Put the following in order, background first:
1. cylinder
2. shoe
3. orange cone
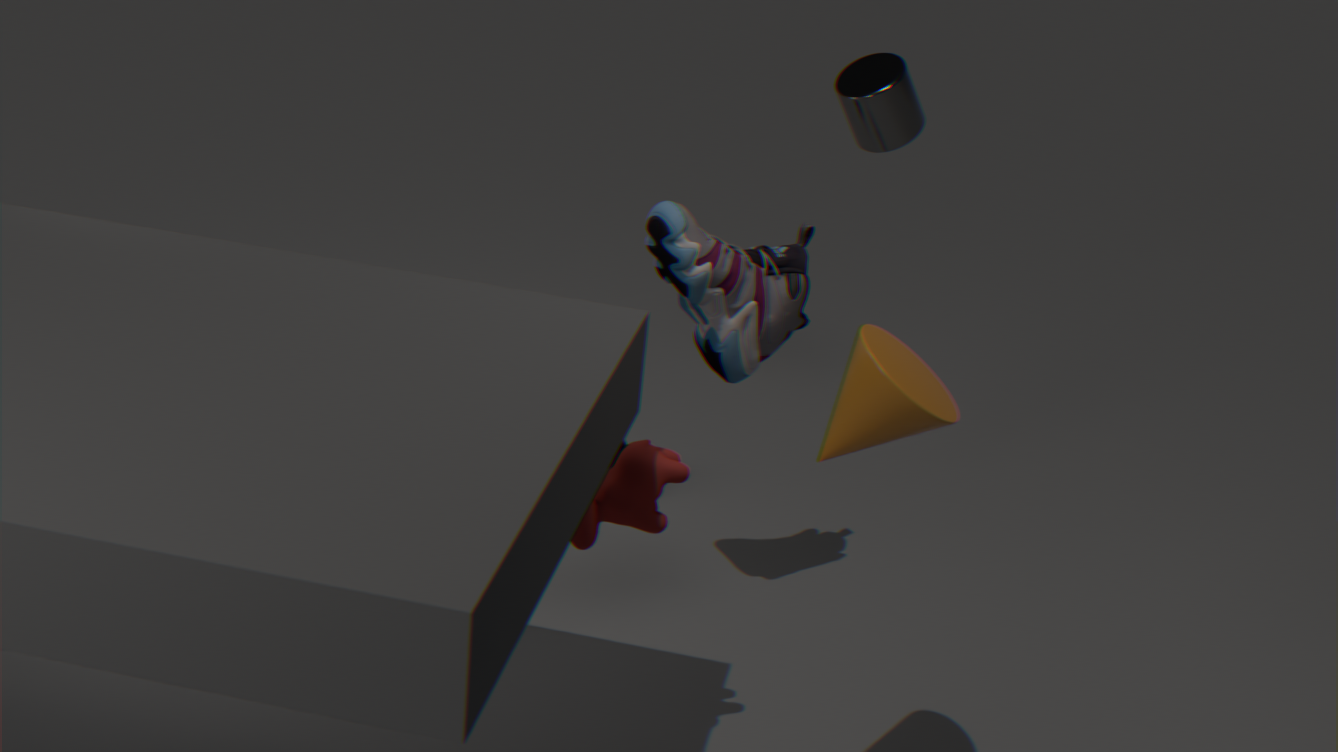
cylinder
shoe
orange cone
